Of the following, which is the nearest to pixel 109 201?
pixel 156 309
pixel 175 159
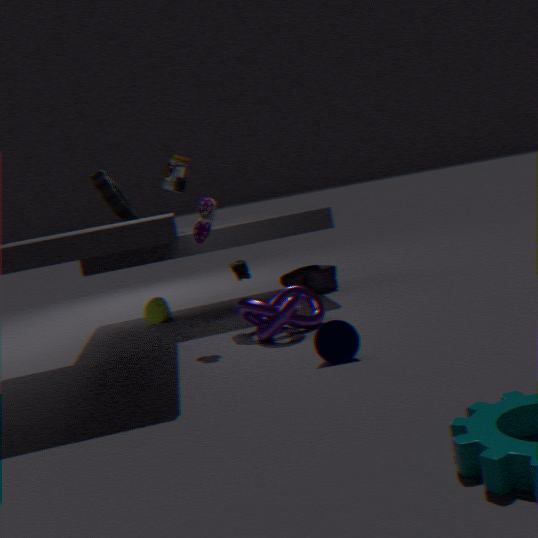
pixel 175 159
